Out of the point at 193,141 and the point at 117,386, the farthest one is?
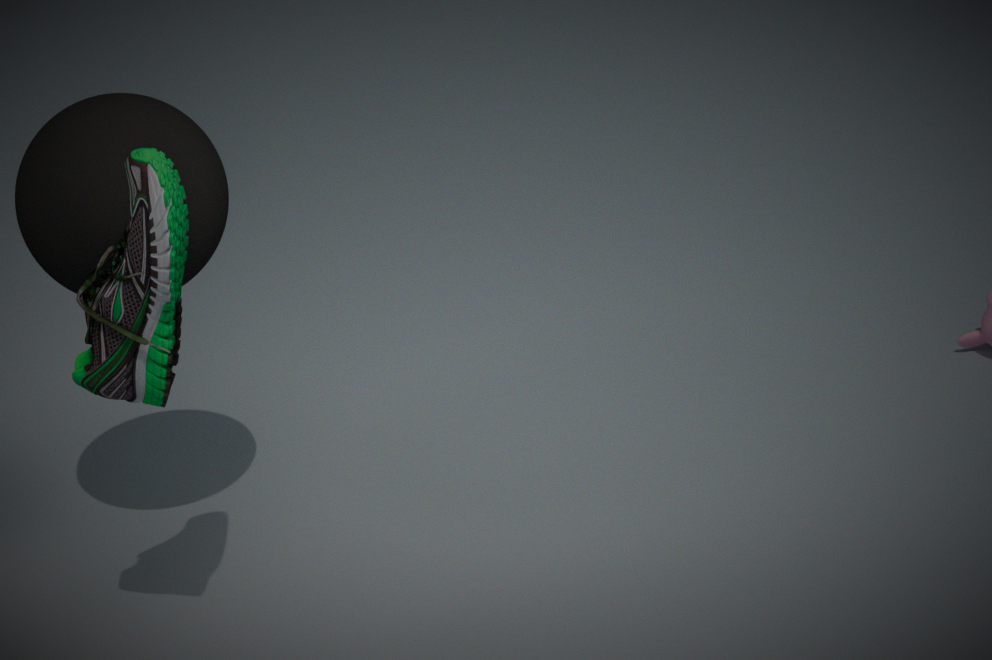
the point at 193,141
